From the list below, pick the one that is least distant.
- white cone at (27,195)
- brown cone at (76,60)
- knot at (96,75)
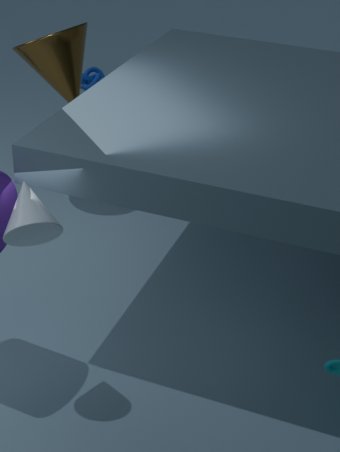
white cone at (27,195)
